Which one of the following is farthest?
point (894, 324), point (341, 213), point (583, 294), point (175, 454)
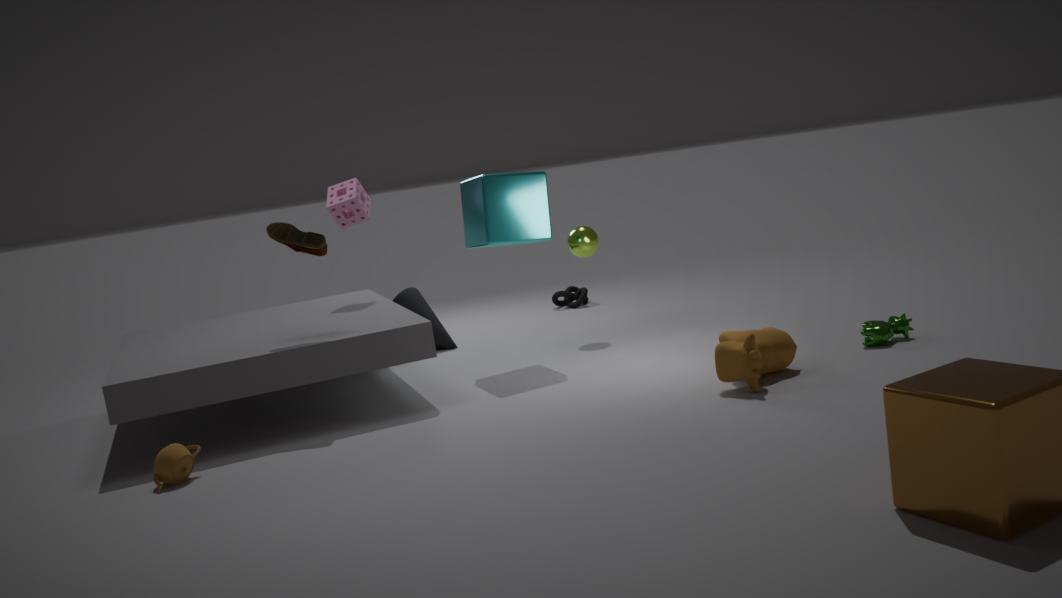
point (583, 294)
